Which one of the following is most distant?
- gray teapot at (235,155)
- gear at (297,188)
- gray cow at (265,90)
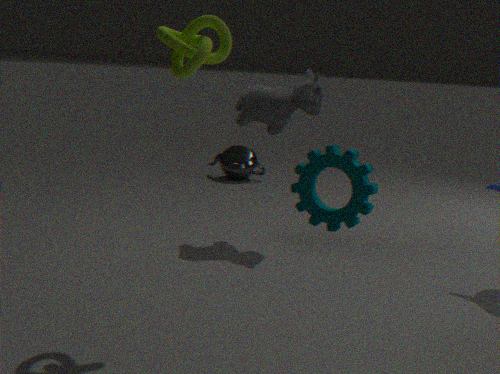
gray teapot at (235,155)
